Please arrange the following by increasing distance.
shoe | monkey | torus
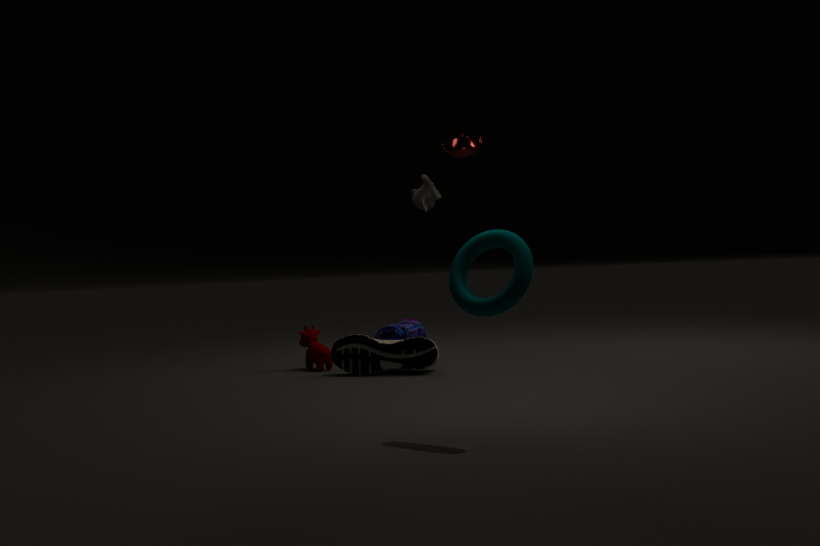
torus, shoe, monkey
